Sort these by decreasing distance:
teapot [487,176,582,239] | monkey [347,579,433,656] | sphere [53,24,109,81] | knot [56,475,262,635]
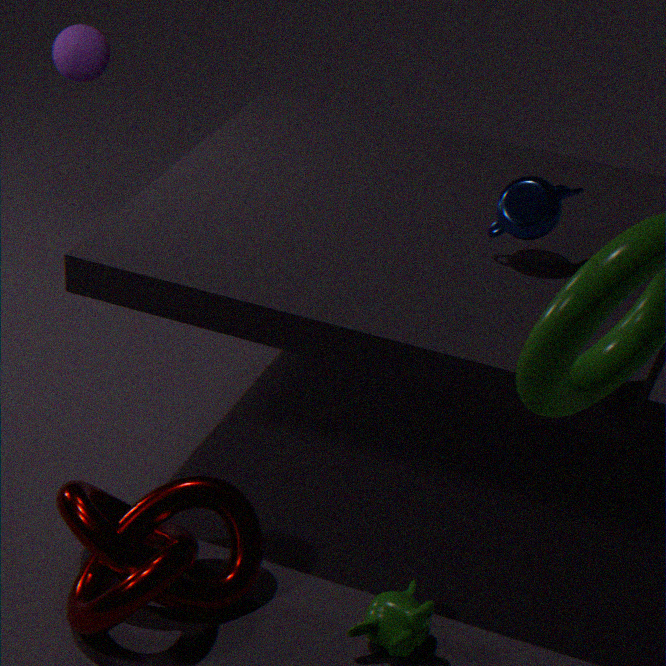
sphere [53,24,109,81] → teapot [487,176,582,239] → monkey [347,579,433,656] → knot [56,475,262,635]
